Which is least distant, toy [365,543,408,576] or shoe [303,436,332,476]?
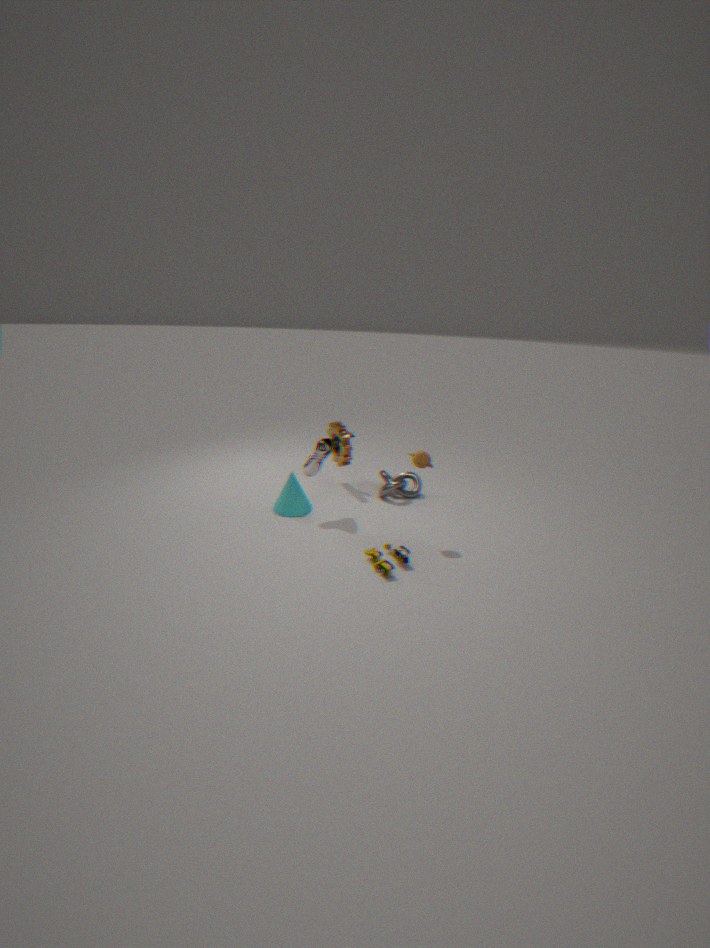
toy [365,543,408,576]
